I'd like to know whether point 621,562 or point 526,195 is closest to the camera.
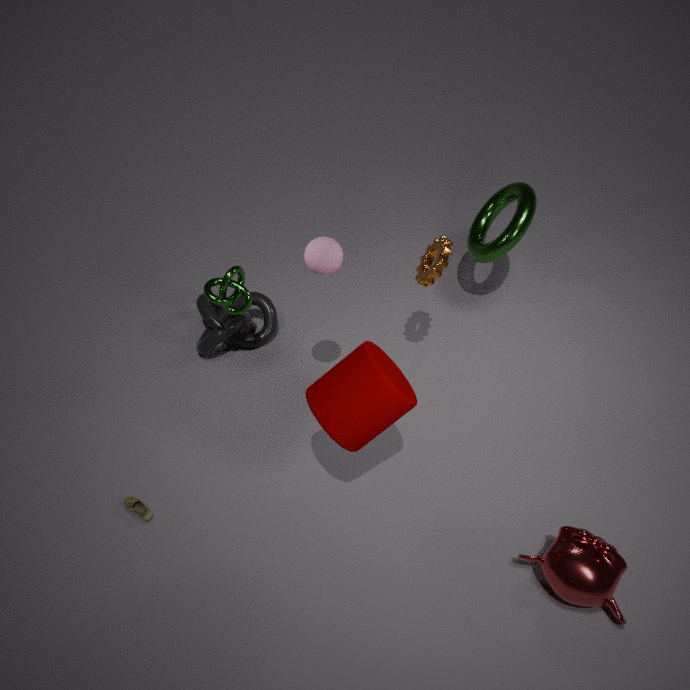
point 621,562
